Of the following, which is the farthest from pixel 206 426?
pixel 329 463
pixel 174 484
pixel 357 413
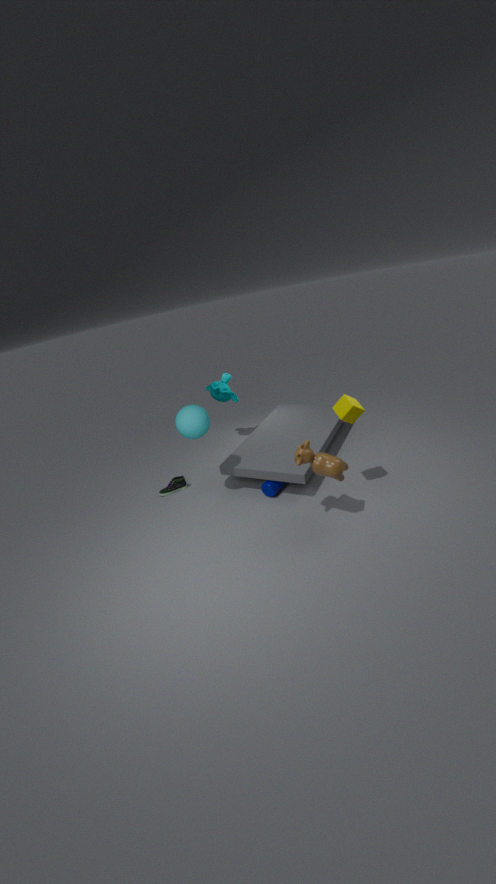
pixel 357 413
